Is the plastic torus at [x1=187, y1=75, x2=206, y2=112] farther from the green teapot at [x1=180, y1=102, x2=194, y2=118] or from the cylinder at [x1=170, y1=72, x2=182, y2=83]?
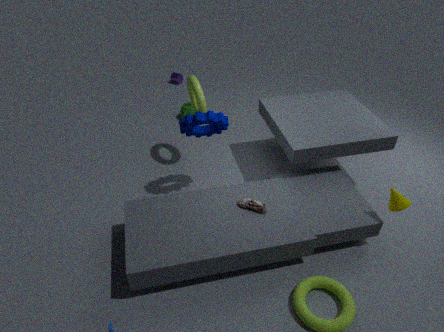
the cylinder at [x1=170, y1=72, x2=182, y2=83]
